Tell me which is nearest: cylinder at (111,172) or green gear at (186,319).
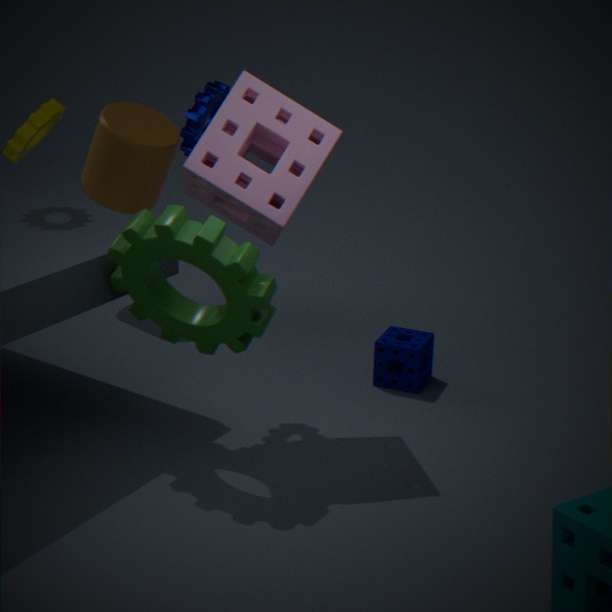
green gear at (186,319)
